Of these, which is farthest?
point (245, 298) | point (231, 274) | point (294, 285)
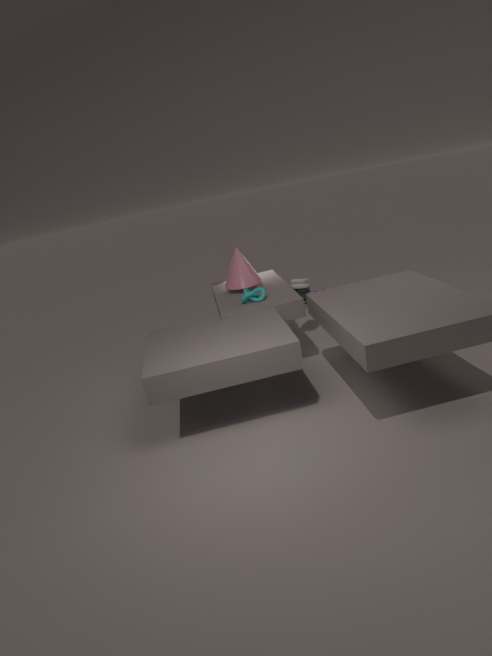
point (294, 285)
